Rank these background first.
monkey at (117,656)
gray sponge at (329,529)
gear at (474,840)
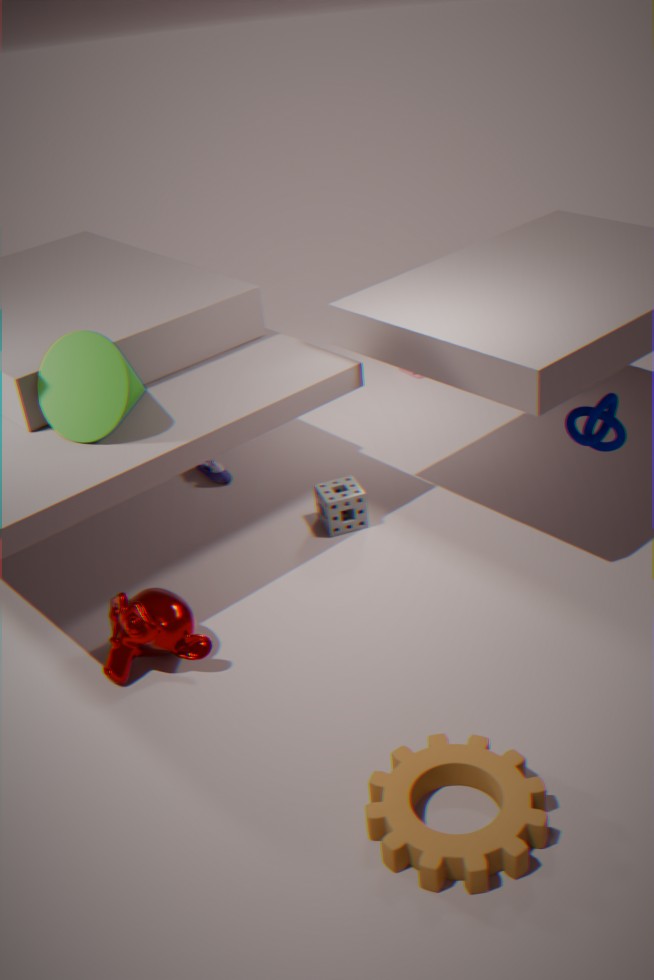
gray sponge at (329,529) → monkey at (117,656) → gear at (474,840)
